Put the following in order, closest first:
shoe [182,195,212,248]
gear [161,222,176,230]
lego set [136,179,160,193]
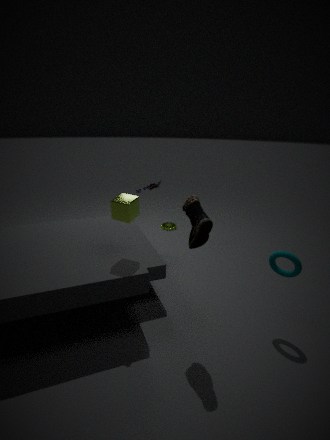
shoe [182,195,212,248] < lego set [136,179,160,193] < gear [161,222,176,230]
